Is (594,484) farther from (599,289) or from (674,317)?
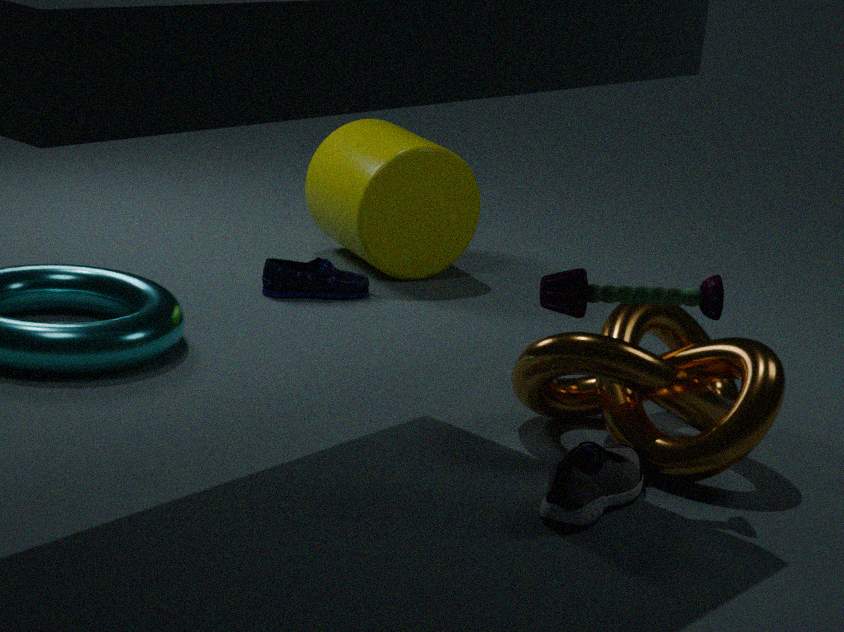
(674,317)
